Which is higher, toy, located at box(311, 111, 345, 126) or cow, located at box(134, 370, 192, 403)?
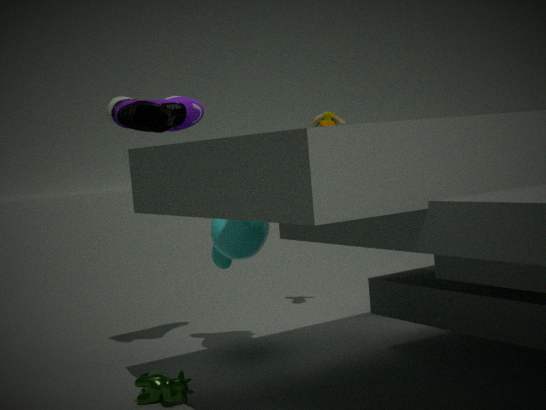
toy, located at box(311, 111, 345, 126)
